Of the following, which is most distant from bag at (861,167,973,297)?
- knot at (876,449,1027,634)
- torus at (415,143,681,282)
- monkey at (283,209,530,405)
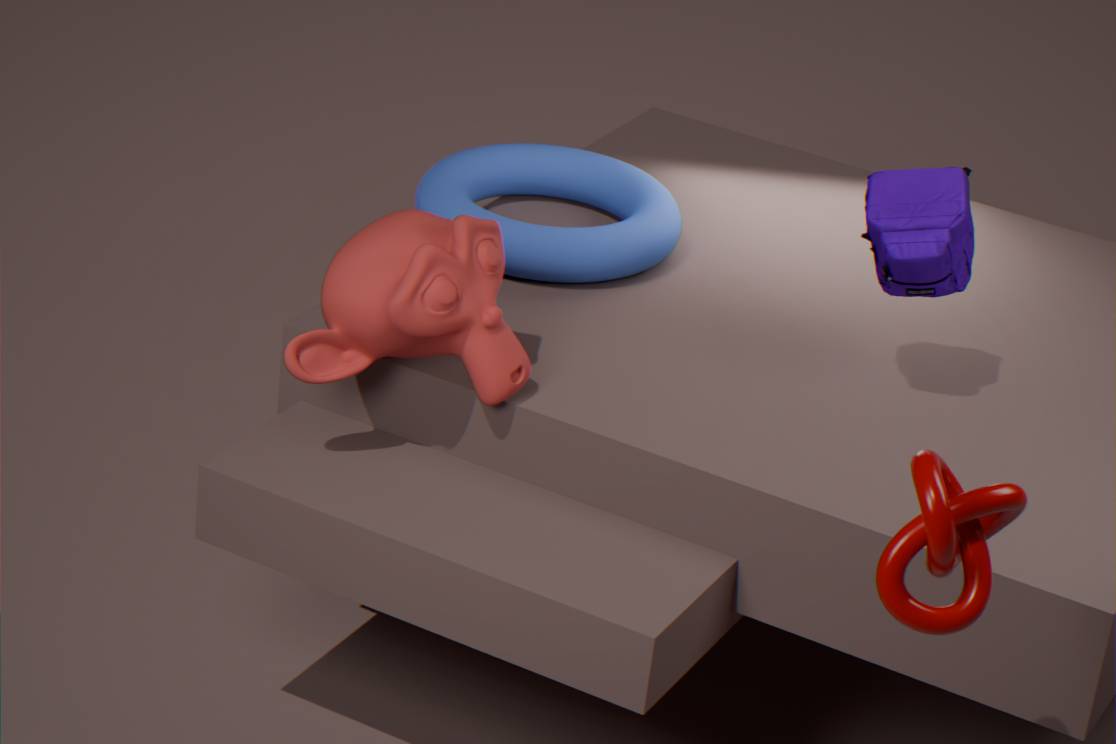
knot at (876,449,1027,634)
